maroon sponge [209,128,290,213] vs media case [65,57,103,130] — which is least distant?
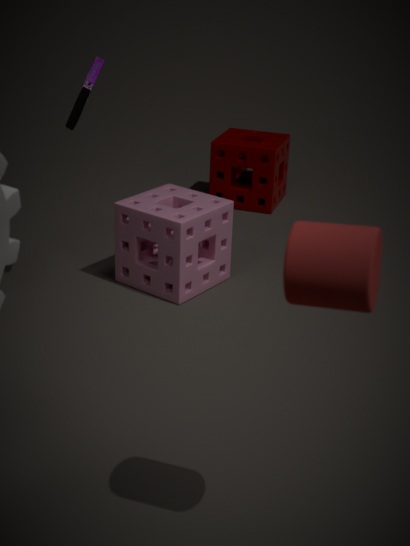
media case [65,57,103,130]
